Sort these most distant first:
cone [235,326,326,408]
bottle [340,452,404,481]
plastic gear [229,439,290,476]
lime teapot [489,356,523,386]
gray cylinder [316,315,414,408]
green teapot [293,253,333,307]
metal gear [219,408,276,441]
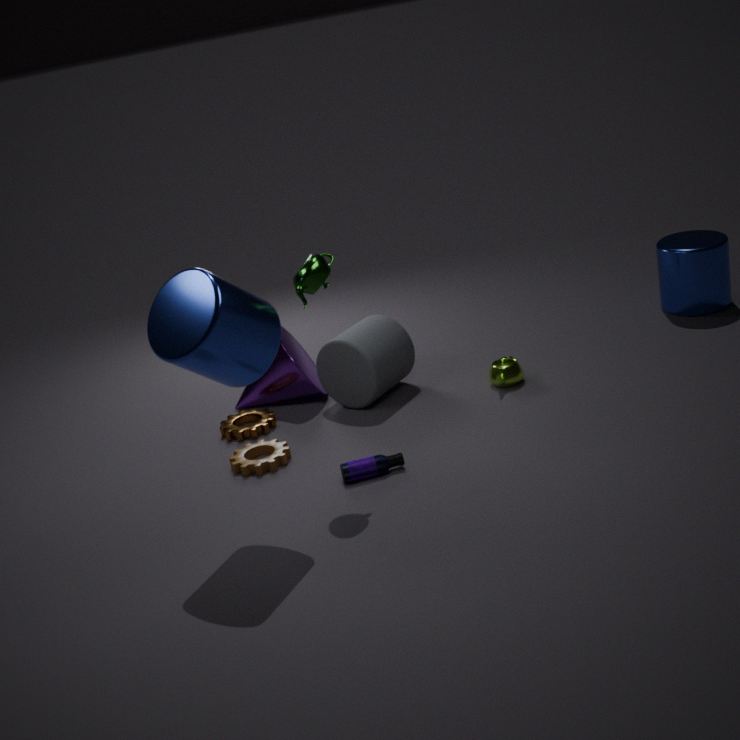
cone [235,326,326,408] < metal gear [219,408,276,441] < lime teapot [489,356,523,386] < gray cylinder [316,315,414,408] < plastic gear [229,439,290,476] < bottle [340,452,404,481] < green teapot [293,253,333,307]
